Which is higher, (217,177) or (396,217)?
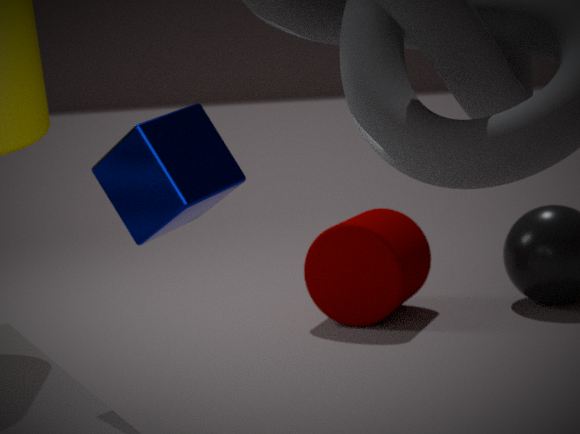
(217,177)
